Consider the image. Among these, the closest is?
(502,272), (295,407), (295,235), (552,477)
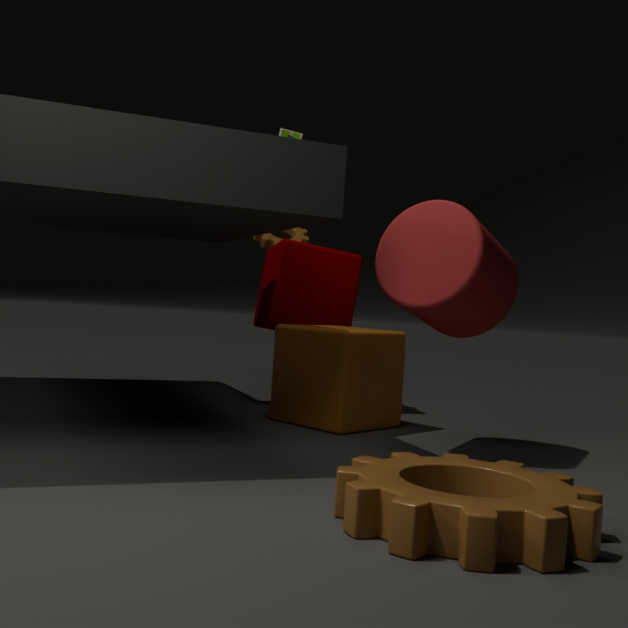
(552,477)
